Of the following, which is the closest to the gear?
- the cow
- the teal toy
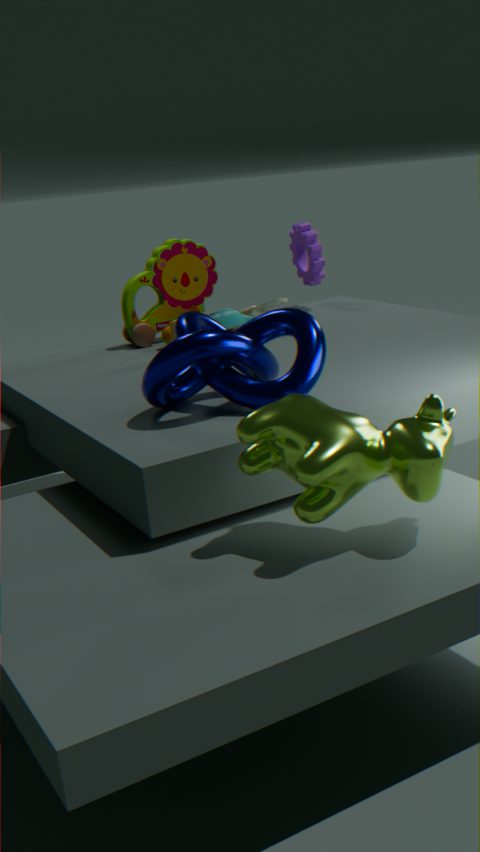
the teal toy
